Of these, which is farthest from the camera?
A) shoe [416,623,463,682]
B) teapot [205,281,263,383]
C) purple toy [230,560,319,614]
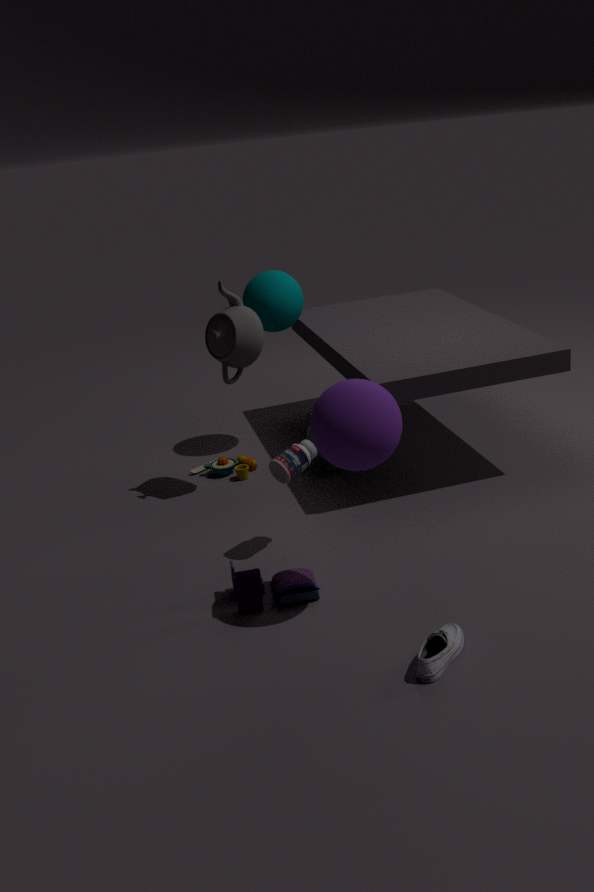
B. teapot [205,281,263,383]
